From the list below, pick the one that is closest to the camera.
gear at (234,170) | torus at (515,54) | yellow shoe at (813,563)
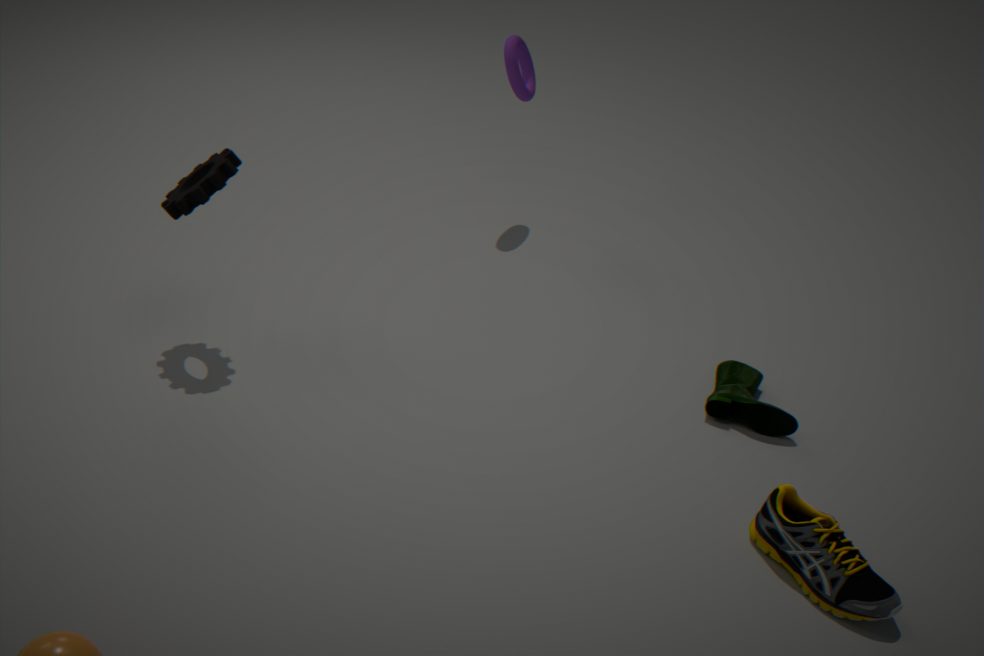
yellow shoe at (813,563)
